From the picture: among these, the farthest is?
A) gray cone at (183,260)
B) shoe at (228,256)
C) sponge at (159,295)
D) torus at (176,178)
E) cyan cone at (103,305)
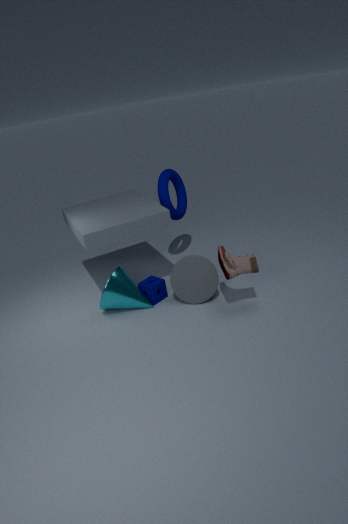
torus at (176,178)
